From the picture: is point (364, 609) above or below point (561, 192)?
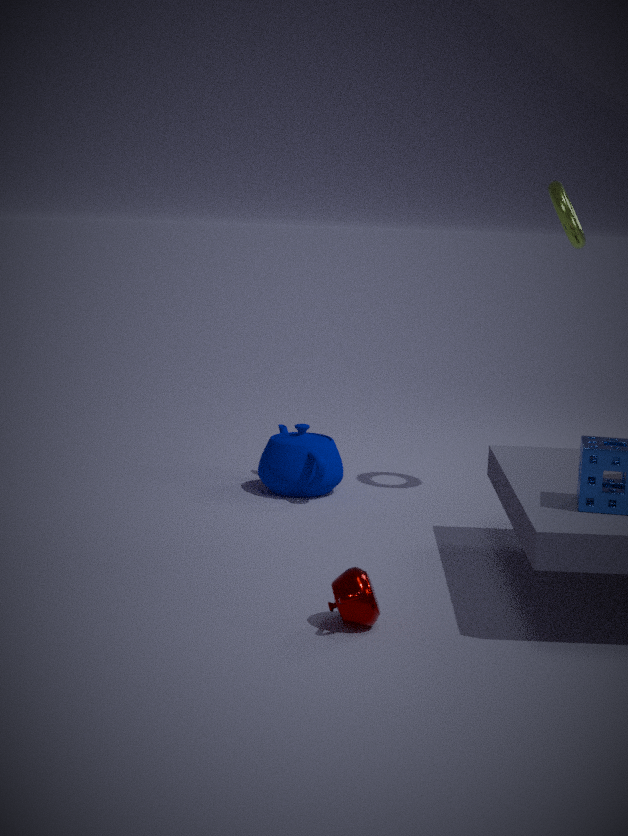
below
